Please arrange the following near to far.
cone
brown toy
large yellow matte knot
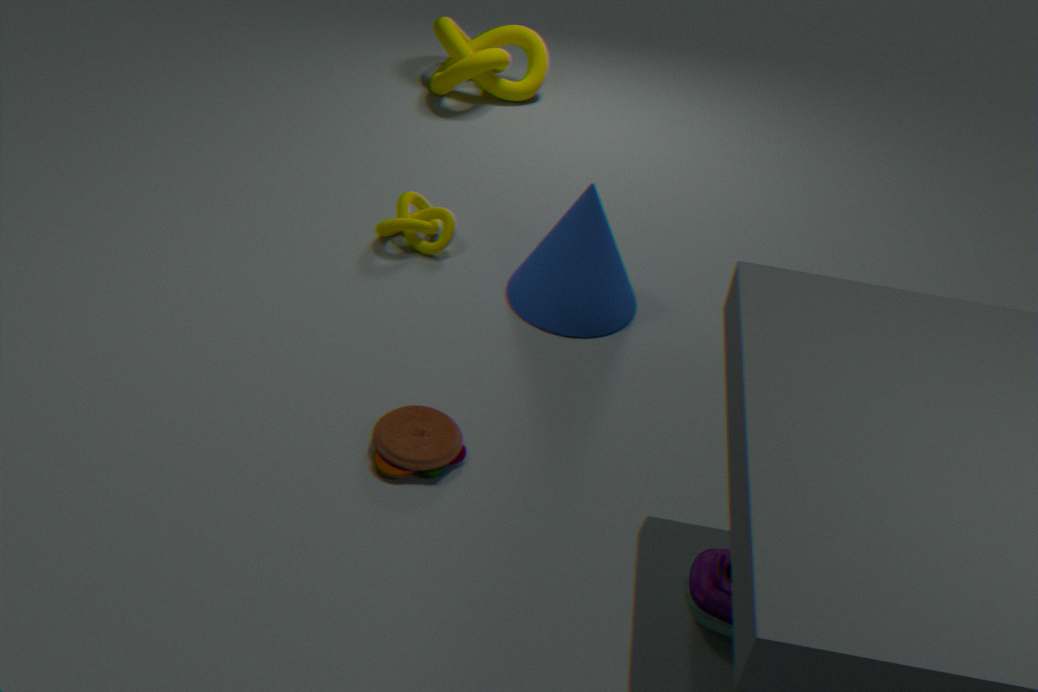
brown toy → cone → large yellow matte knot
